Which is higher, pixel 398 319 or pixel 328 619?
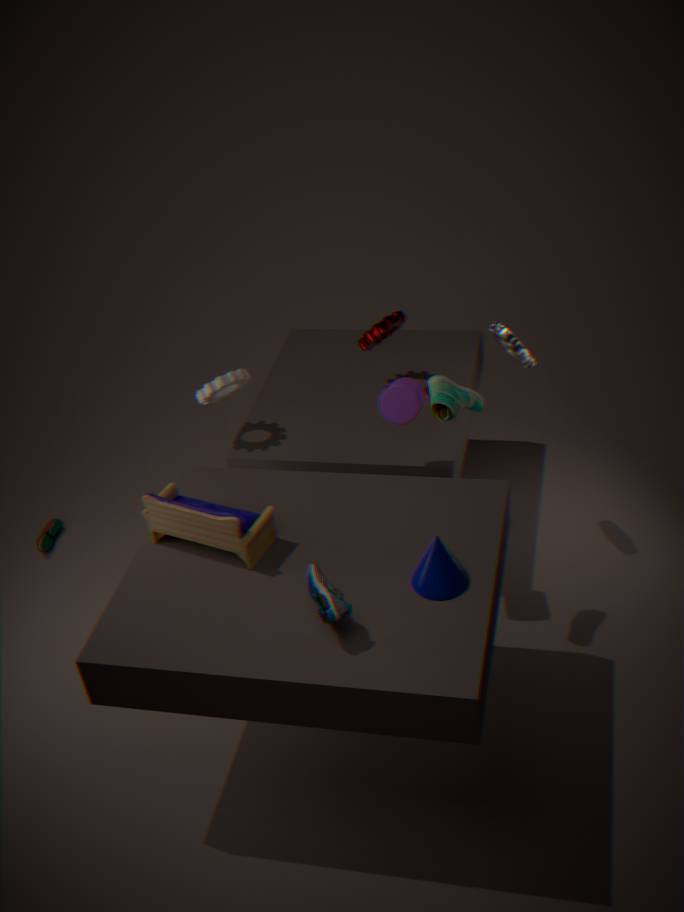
pixel 328 619
